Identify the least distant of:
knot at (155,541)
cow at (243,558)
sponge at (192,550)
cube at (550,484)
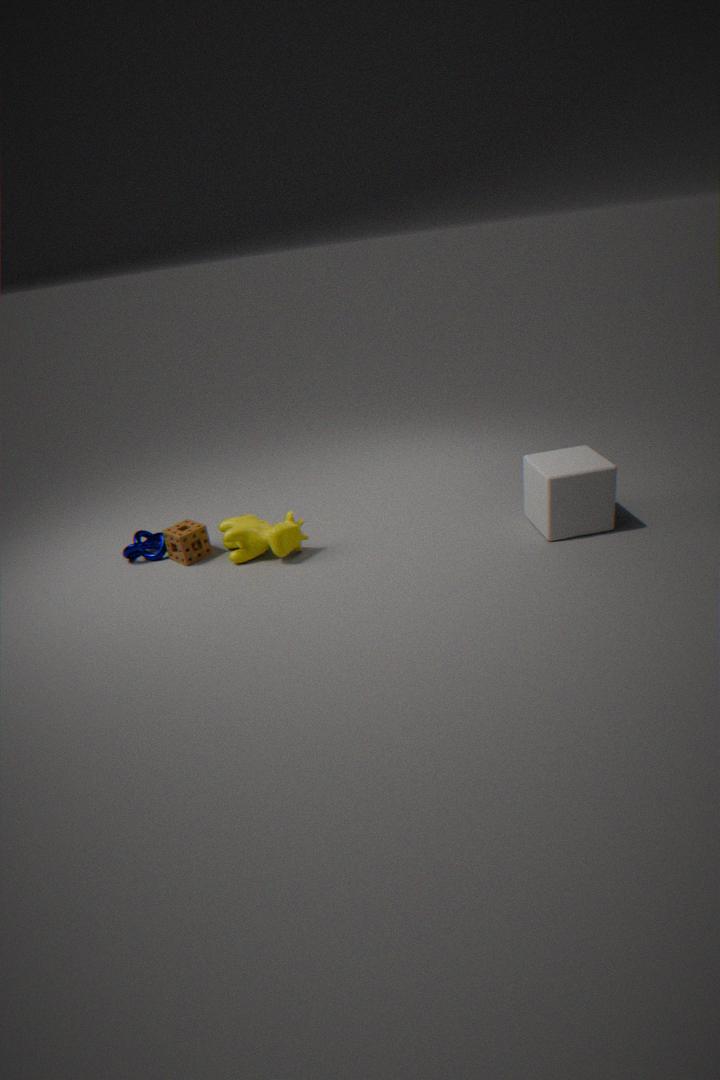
cube at (550,484)
